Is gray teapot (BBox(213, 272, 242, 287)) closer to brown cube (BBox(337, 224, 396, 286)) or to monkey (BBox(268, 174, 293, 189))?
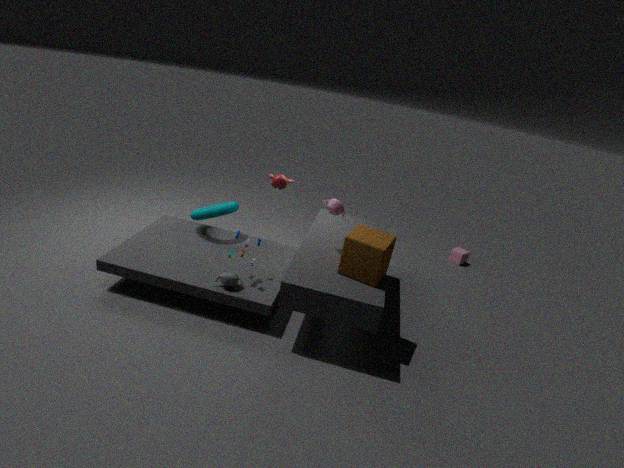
brown cube (BBox(337, 224, 396, 286))
